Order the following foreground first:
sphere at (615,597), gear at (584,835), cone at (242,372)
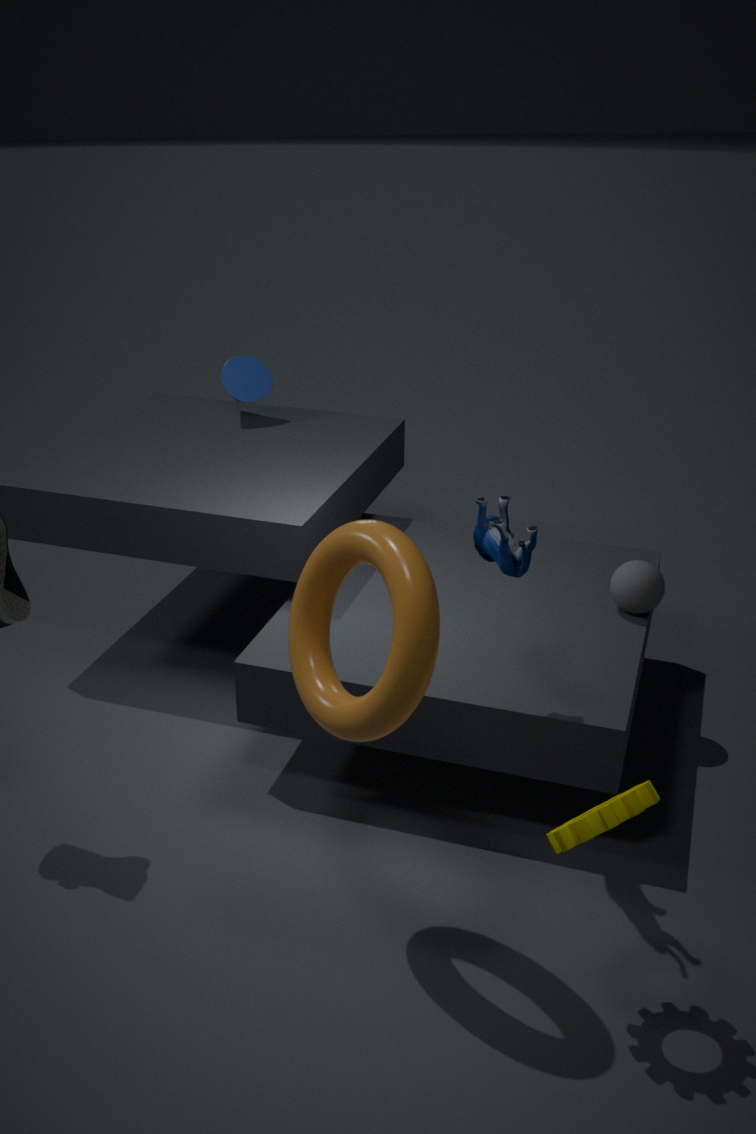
gear at (584,835)
sphere at (615,597)
cone at (242,372)
